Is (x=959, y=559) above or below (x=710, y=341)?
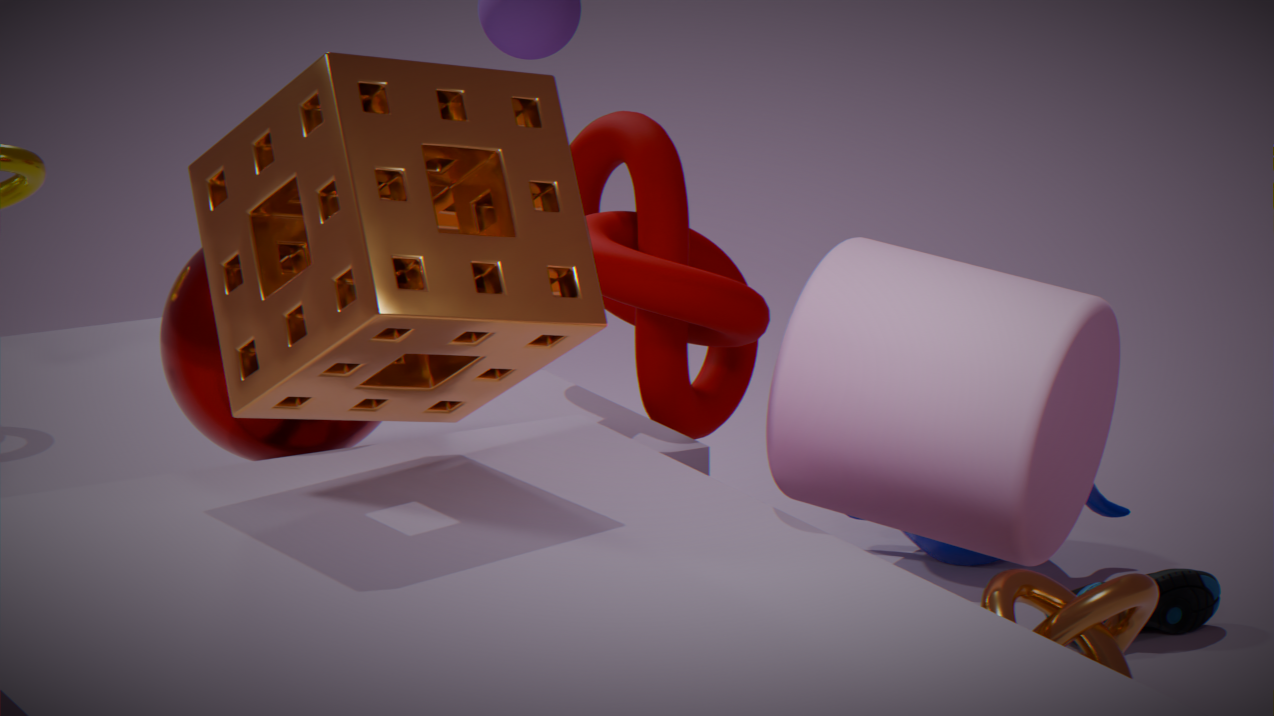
below
